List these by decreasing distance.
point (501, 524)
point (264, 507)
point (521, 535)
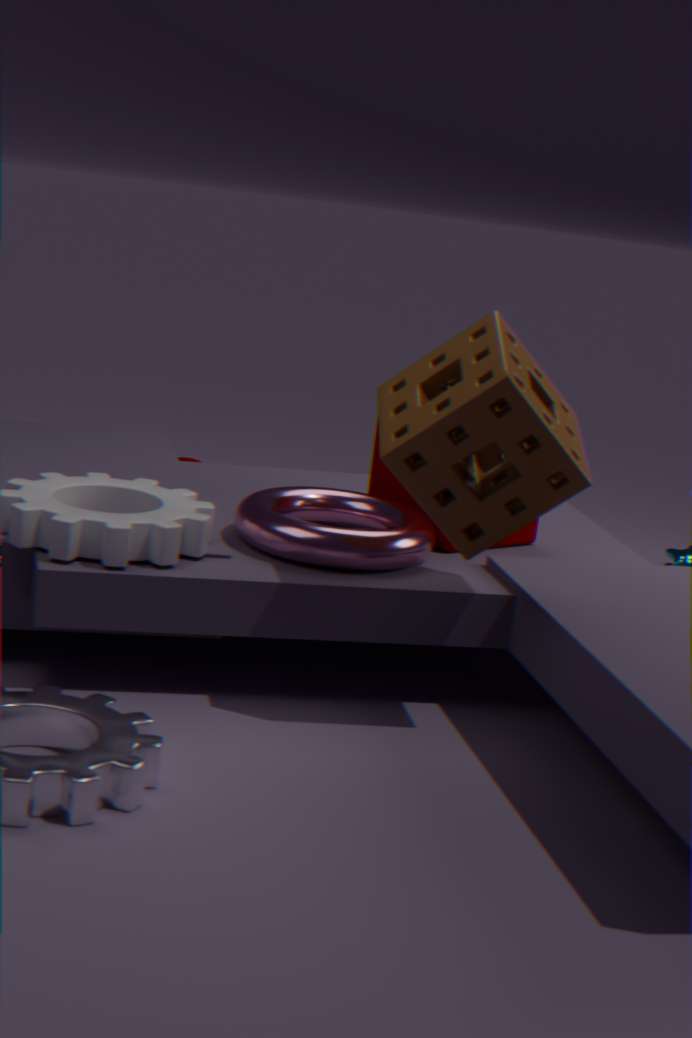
1. point (521, 535)
2. point (264, 507)
3. point (501, 524)
